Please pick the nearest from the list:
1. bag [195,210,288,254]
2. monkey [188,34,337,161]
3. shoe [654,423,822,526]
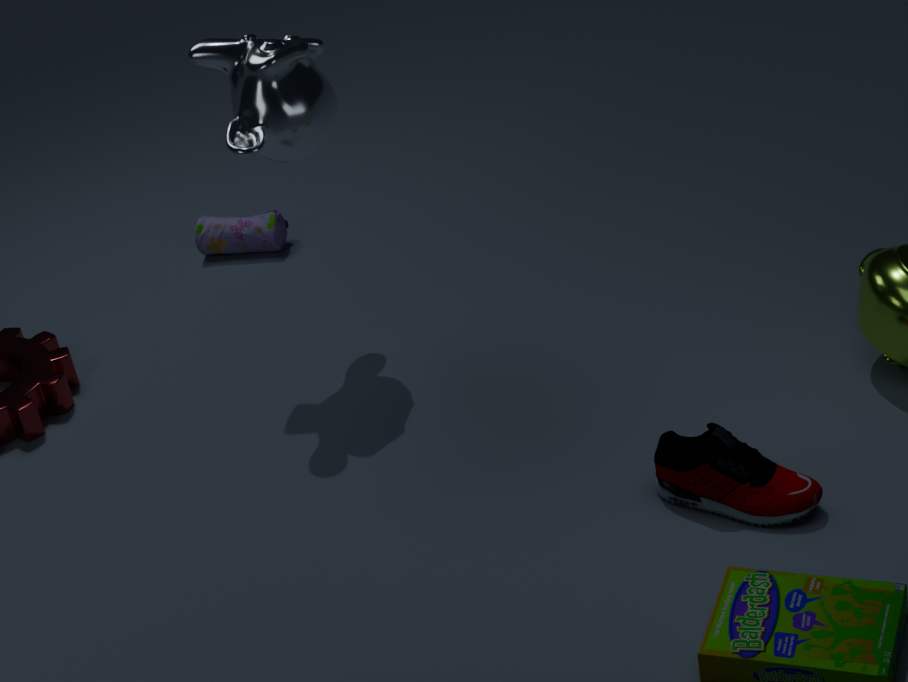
shoe [654,423,822,526]
